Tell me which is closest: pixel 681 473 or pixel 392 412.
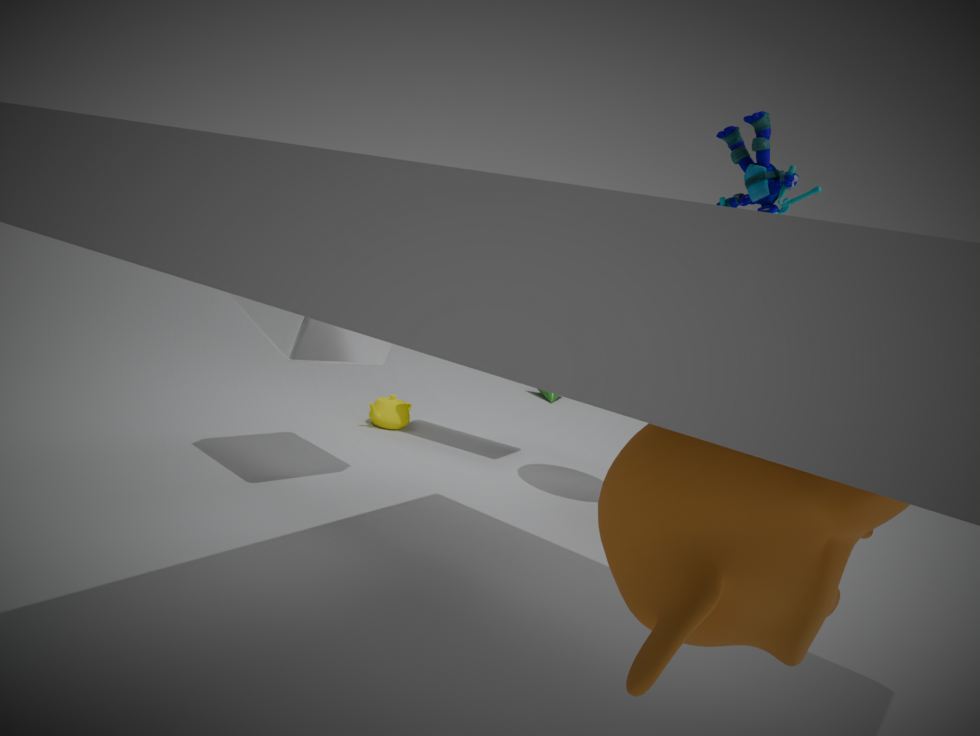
pixel 681 473
